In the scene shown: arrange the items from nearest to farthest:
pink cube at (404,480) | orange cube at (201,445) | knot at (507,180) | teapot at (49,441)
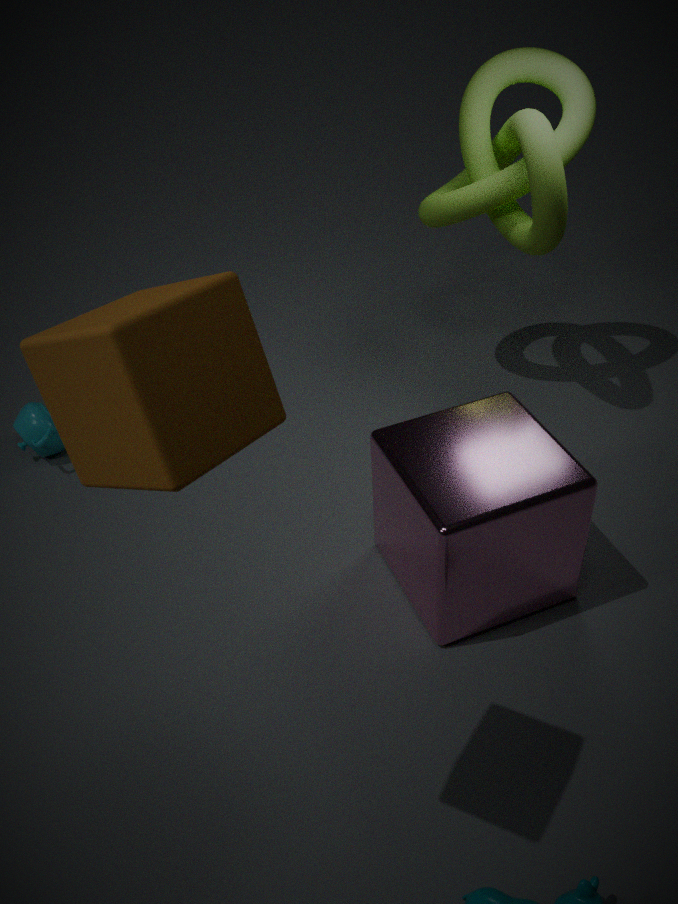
orange cube at (201,445), pink cube at (404,480), knot at (507,180), teapot at (49,441)
